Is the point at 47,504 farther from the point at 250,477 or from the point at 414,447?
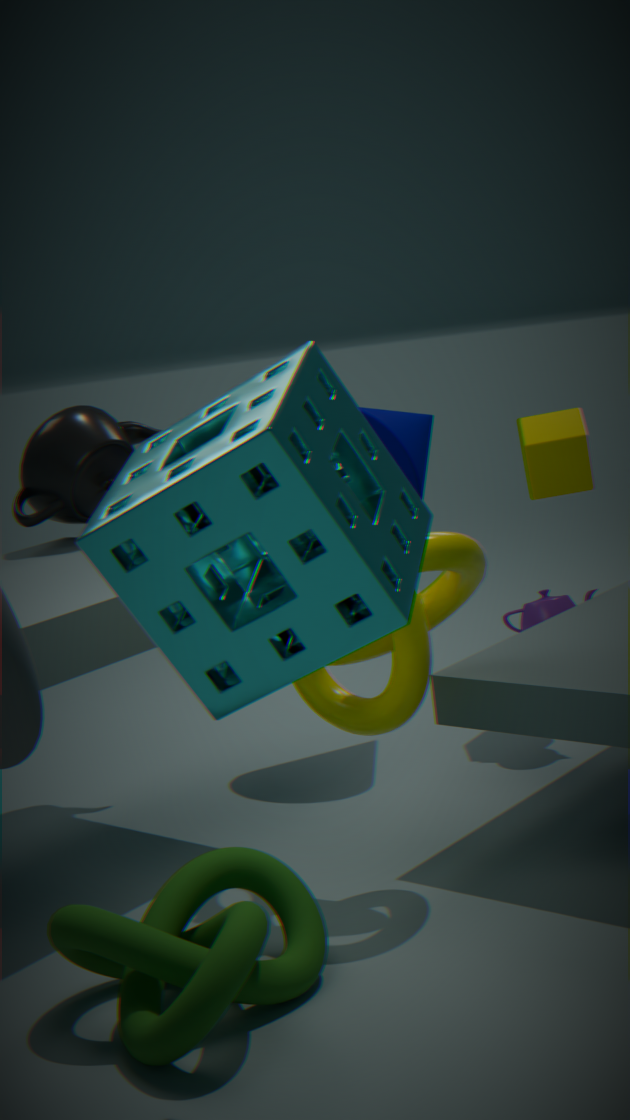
the point at 250,477
